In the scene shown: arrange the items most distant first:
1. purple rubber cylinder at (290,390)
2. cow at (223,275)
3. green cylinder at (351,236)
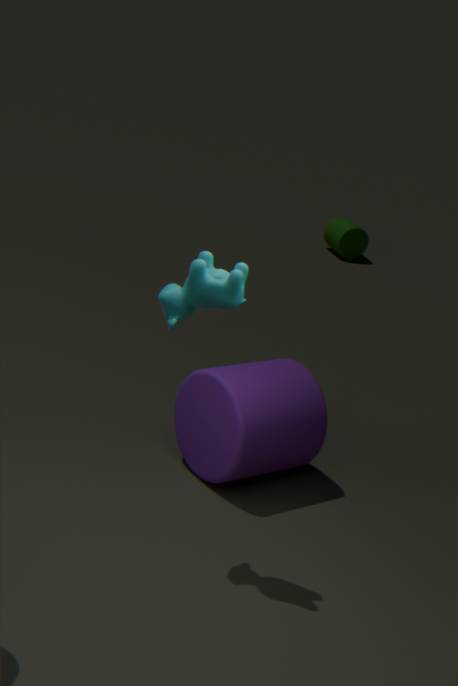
green cylinder at (351,236), purple rubber cylinder at (290,390), cow at (223,275)
